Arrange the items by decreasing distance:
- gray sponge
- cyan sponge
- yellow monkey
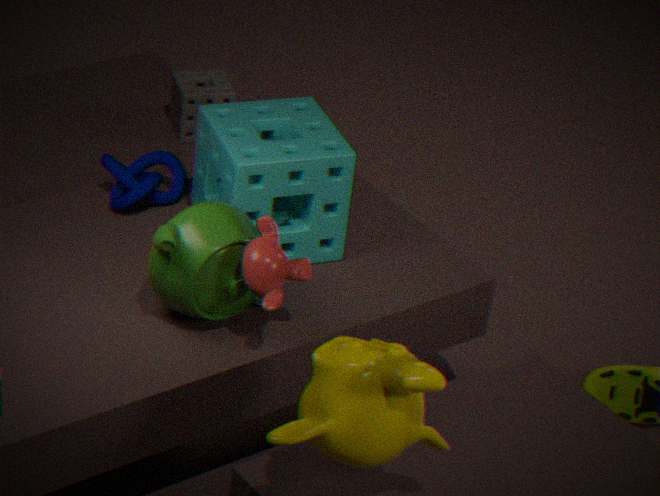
1. gray sponge
2. cyan sponge
3. yellow monkey
